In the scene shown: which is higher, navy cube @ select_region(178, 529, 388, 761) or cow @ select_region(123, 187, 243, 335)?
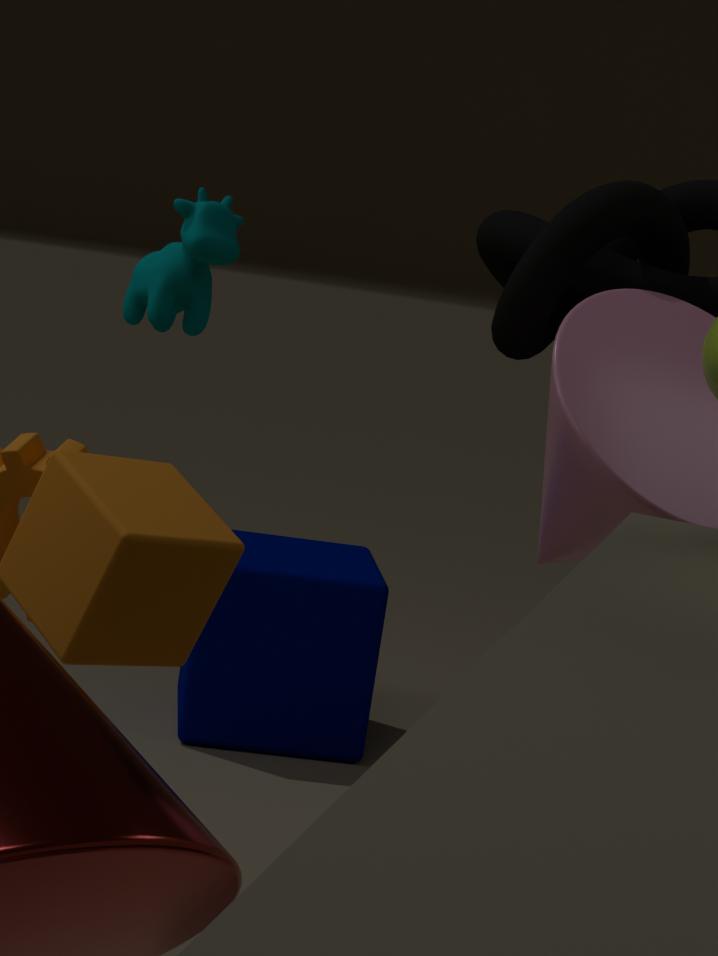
cow @ select_region(123, 187, 243, 335)
